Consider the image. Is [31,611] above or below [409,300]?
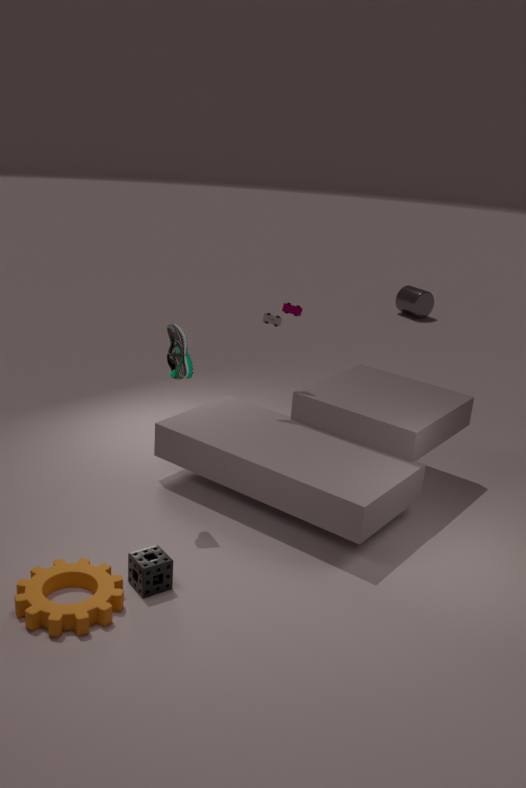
below
